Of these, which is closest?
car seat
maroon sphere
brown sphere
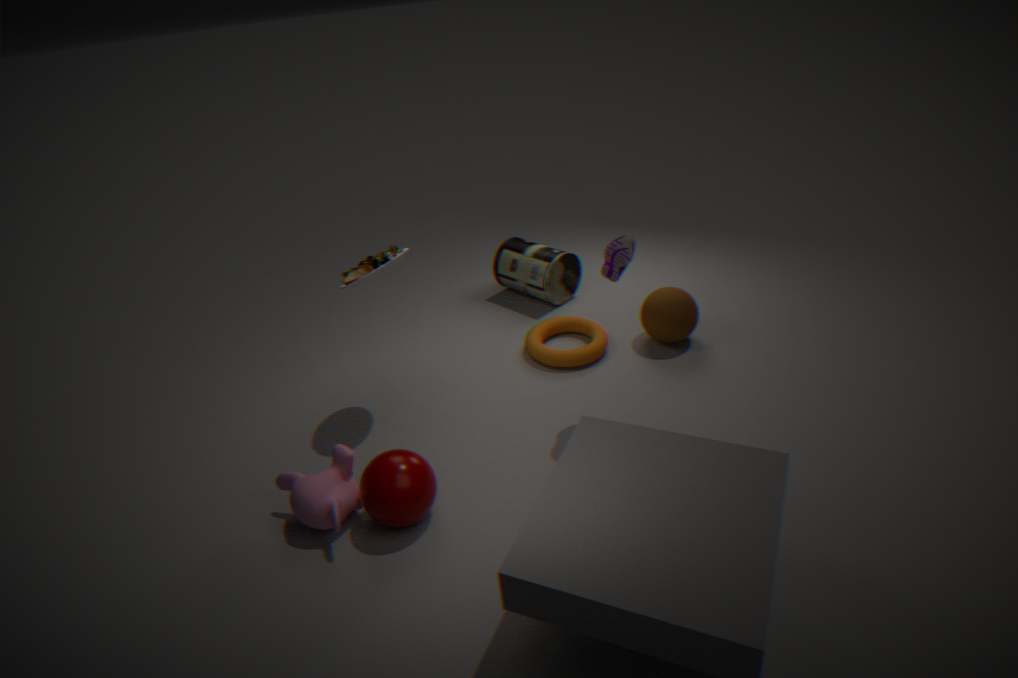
maroon sphere
